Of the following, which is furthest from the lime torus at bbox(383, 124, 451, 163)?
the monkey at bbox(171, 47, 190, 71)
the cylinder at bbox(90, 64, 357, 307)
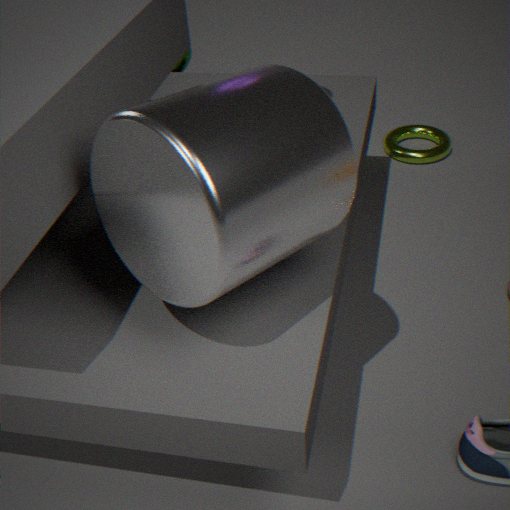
the cylinder at bbox(90, 64, 357, 307)
